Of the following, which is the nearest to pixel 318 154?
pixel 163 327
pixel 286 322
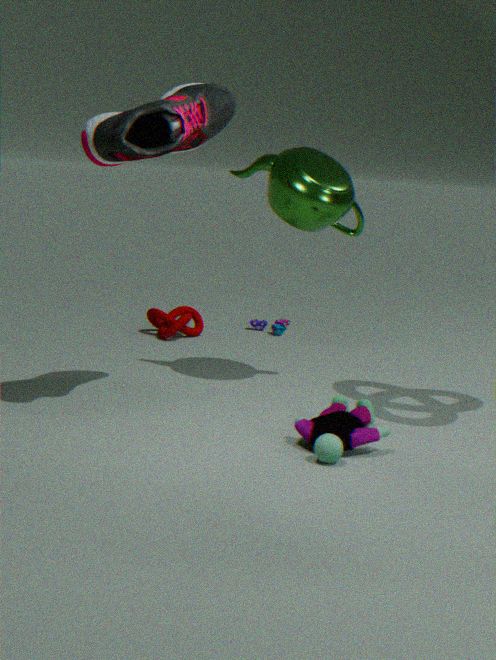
pixel 163 327
